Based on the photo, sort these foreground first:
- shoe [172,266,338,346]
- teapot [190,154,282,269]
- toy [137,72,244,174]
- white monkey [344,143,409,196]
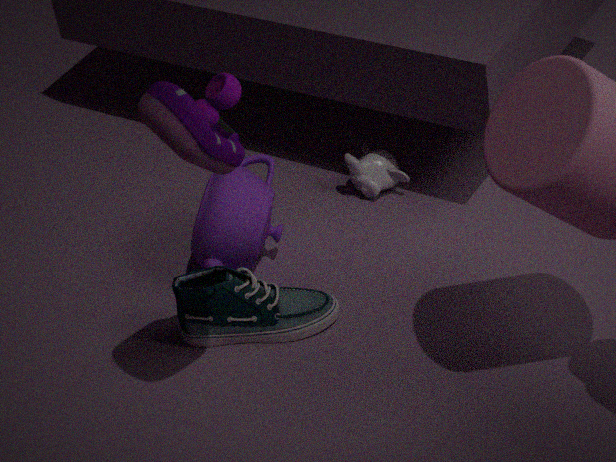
toy [137,72,244,174] → shoe [172,266,338,346] → teapot [190,154,282,269] → white monkey [344,143,409,196]
